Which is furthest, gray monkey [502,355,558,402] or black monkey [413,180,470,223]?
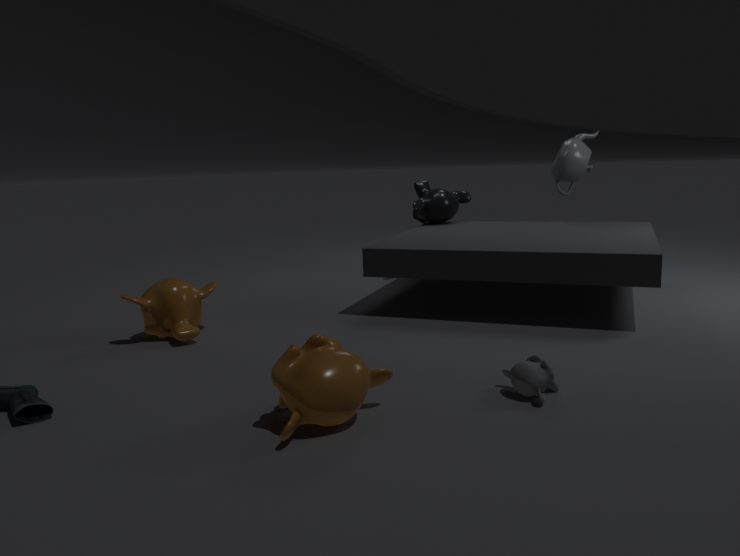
black monkey [413,180,470,223]
